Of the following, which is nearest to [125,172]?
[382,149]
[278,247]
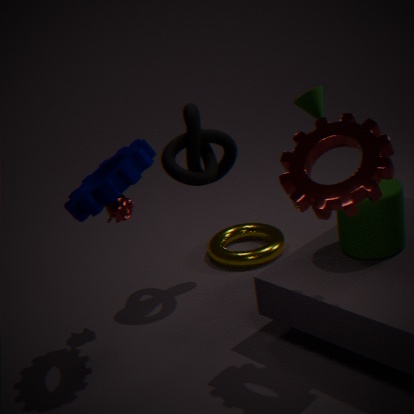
[382,149]
